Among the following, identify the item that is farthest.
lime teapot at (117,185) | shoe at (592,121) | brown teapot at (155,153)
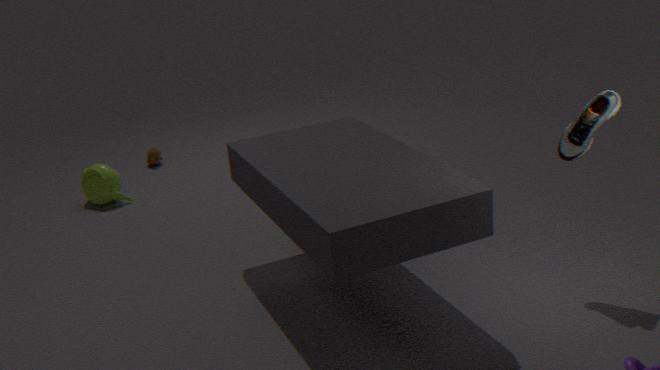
brown teapot at (155,153)
